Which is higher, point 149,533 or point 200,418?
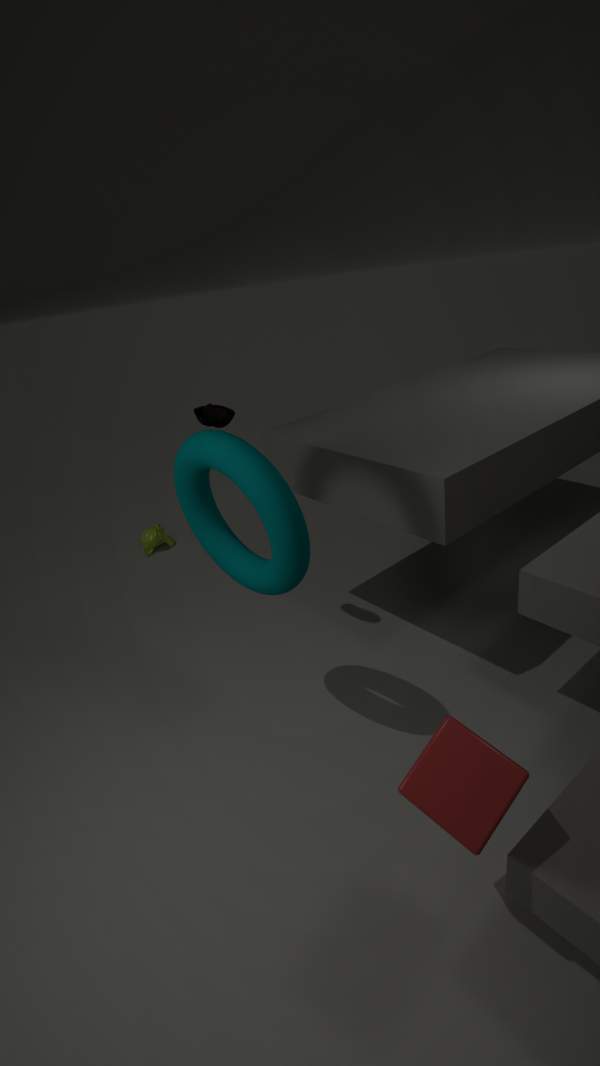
point 200,418
